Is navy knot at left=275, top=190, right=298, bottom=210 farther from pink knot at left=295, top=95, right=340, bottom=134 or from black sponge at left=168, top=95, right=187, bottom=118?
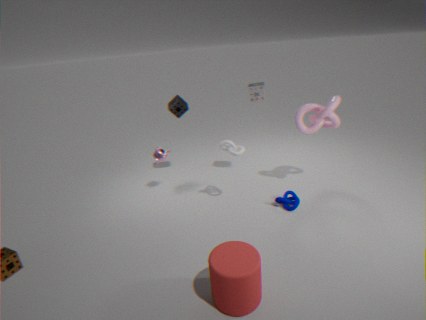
black sponge at left=168, top=95, right=187, bottom=118
